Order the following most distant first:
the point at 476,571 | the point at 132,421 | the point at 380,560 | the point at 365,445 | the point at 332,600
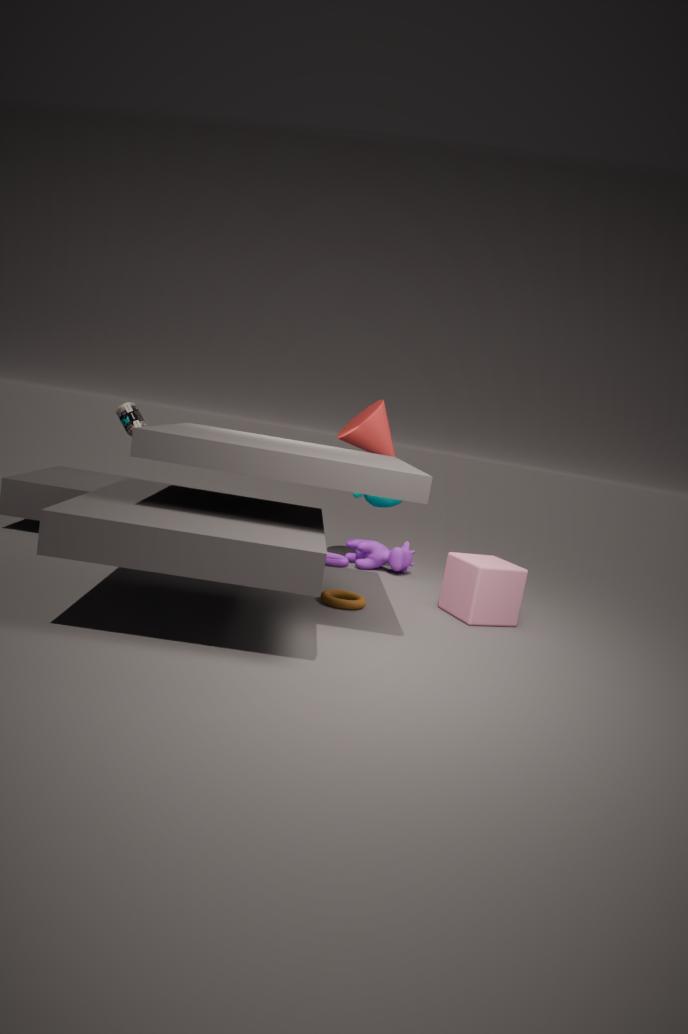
the point at 380,560
the point at 365,445
the point at 132,421
the point at 476,571
the point at 332,600
